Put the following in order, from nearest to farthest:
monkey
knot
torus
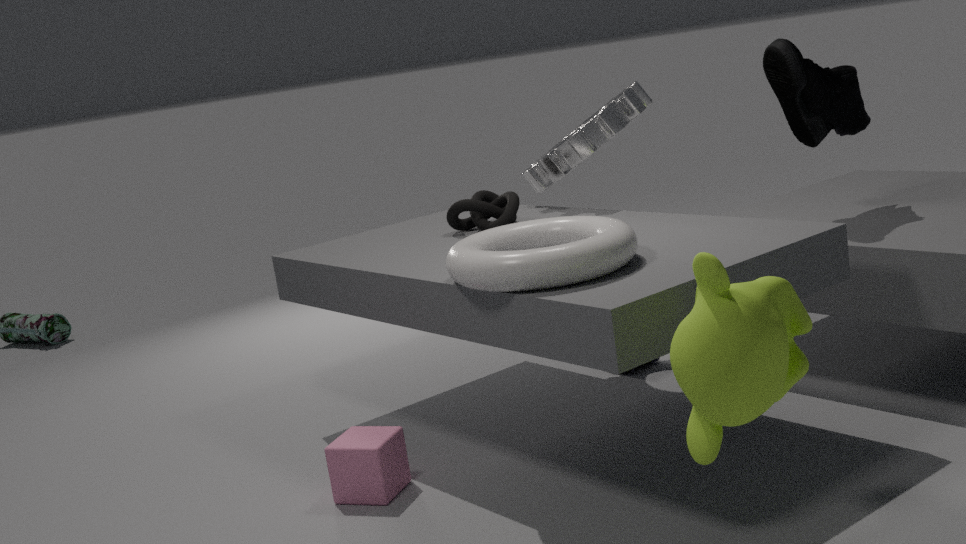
monkey
torus
knot
